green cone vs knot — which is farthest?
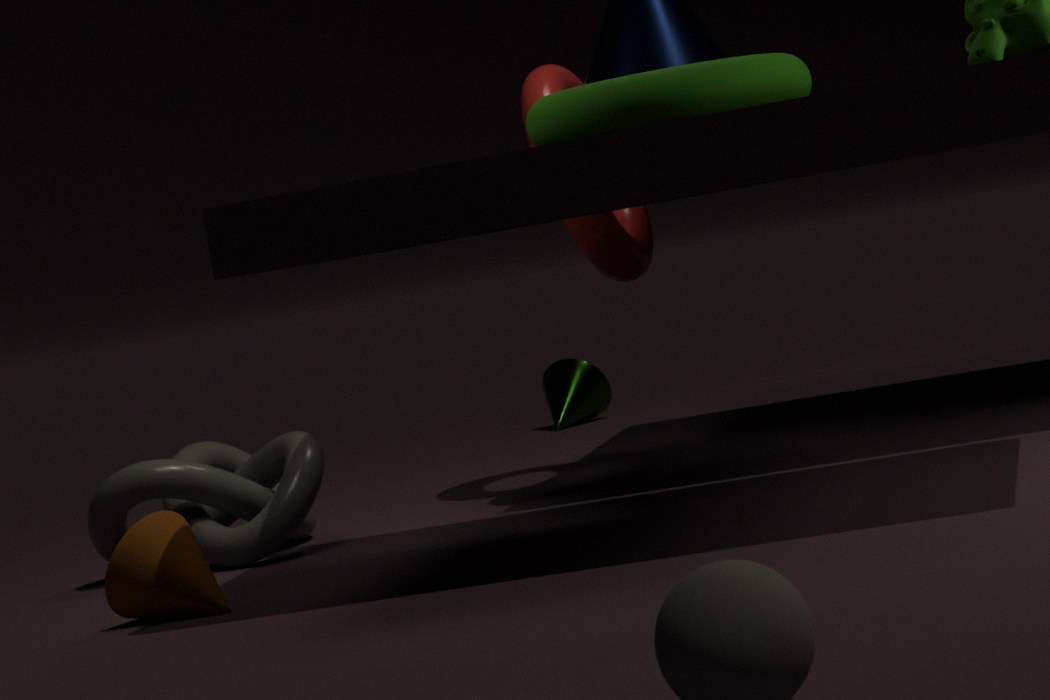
green cone
